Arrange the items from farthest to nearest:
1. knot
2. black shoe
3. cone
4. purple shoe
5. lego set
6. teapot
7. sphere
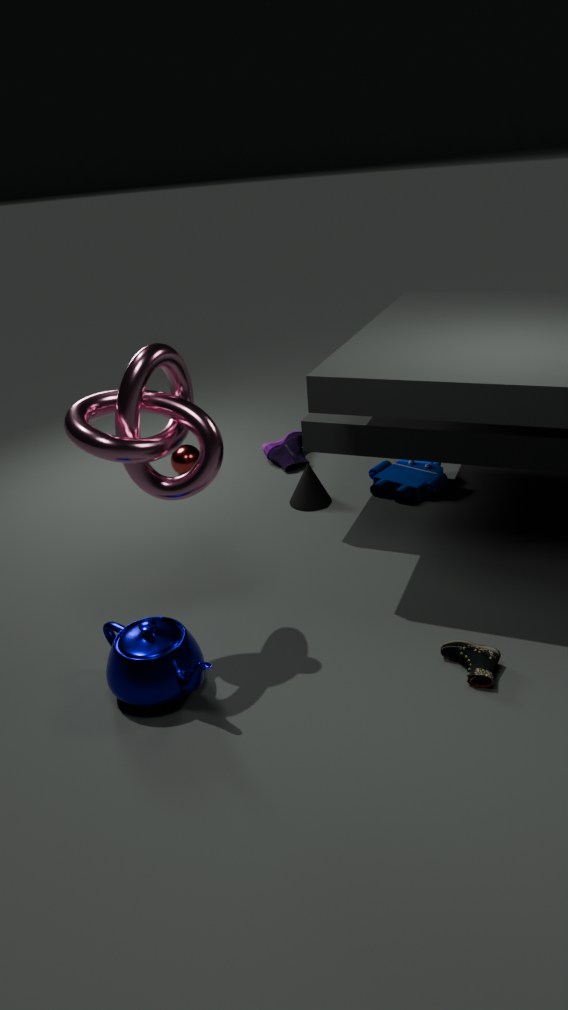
purple shoe, sphere, lego set, cone, black shoe, teapot, knot
